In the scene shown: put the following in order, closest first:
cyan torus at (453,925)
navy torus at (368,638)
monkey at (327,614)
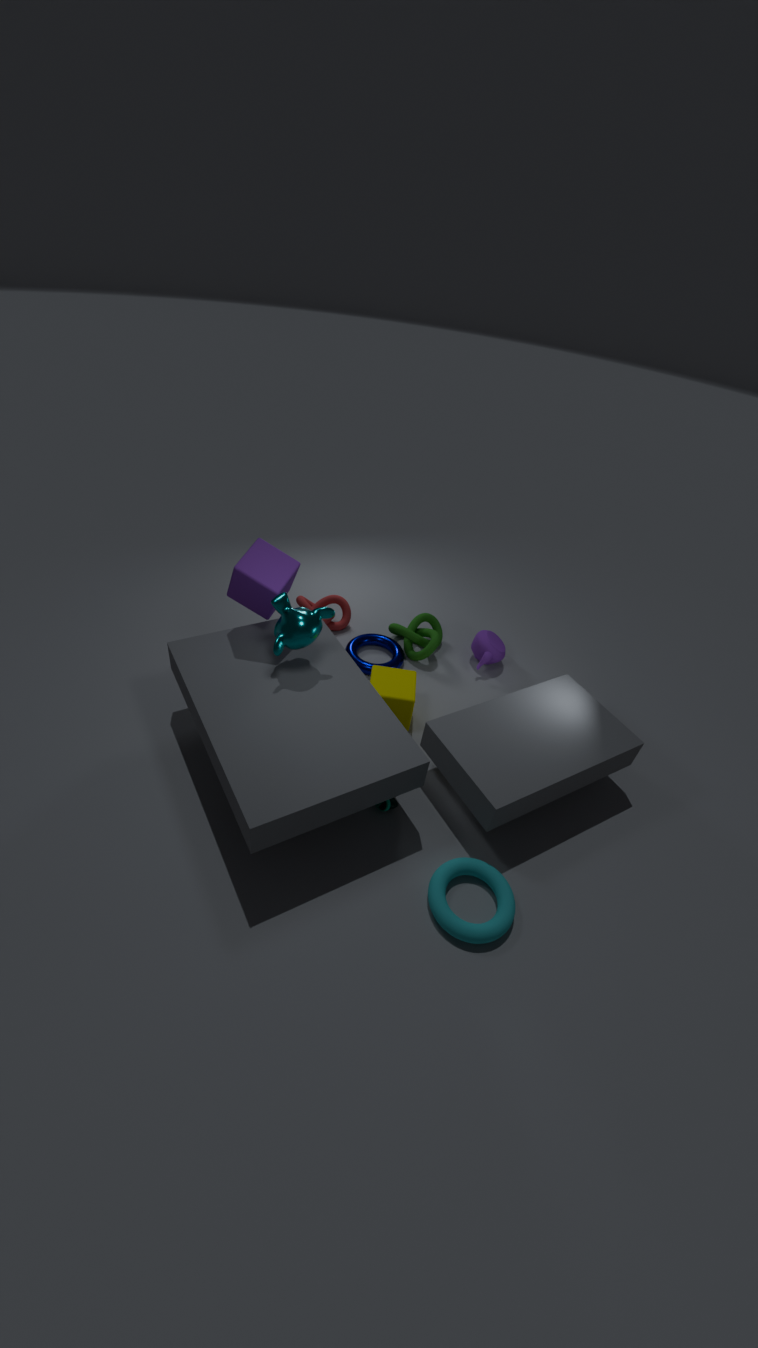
cyan torus at (453,925)
monkey at (327,614)
navy torus at (368,638)
